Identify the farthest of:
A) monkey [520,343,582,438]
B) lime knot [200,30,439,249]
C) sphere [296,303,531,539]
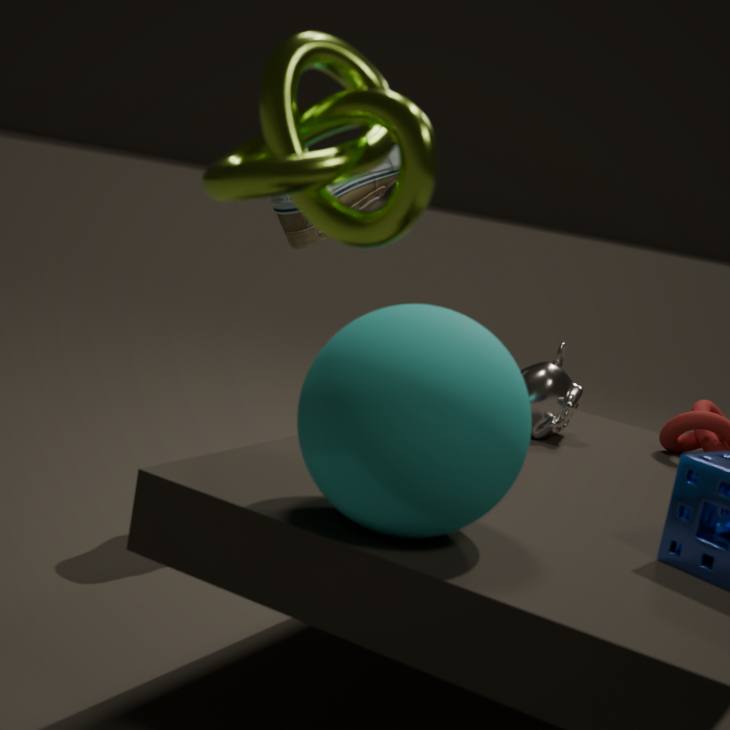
A. monkey [520,343,582,438]
